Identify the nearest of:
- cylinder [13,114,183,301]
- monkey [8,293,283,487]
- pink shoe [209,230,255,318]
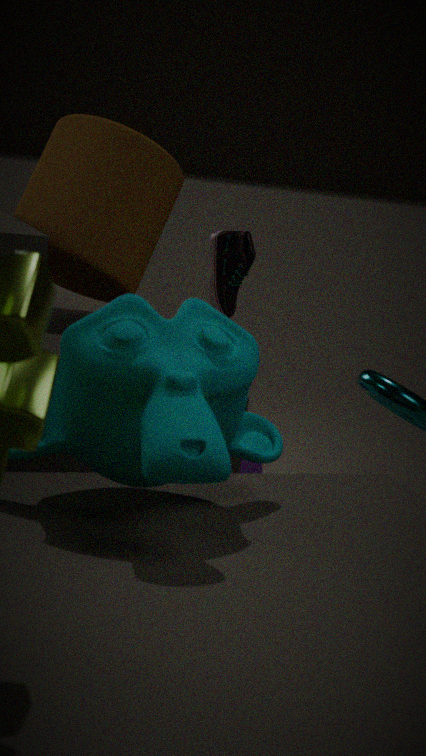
monkey [8,293,283,487]
